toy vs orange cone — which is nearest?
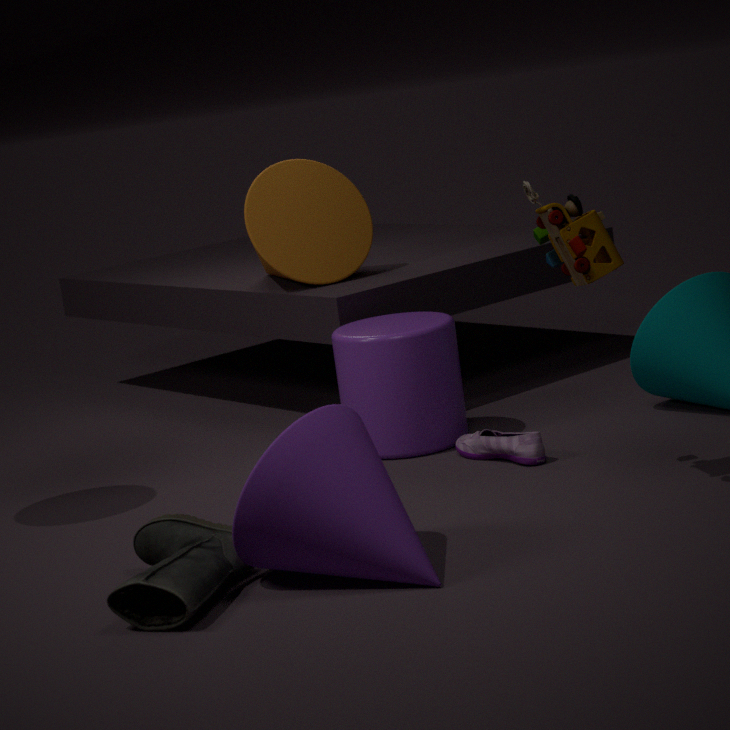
toy
